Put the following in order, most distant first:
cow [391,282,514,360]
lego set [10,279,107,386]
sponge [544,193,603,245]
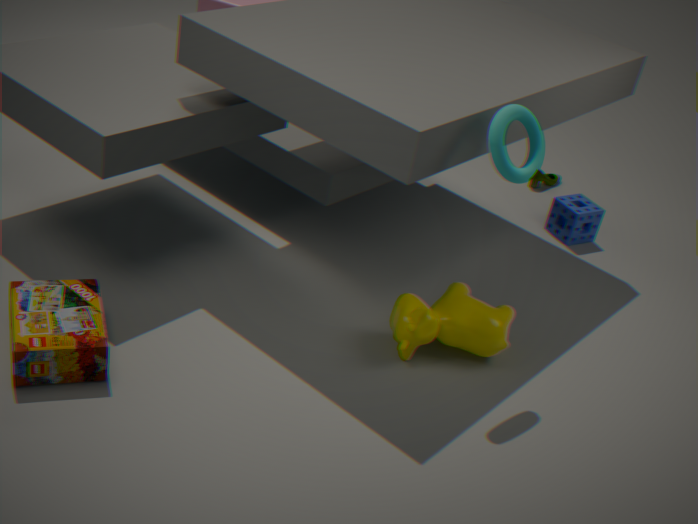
sponge [544,193,603,245], cow [391,282,514,360], lego set [10,279,107,386]
